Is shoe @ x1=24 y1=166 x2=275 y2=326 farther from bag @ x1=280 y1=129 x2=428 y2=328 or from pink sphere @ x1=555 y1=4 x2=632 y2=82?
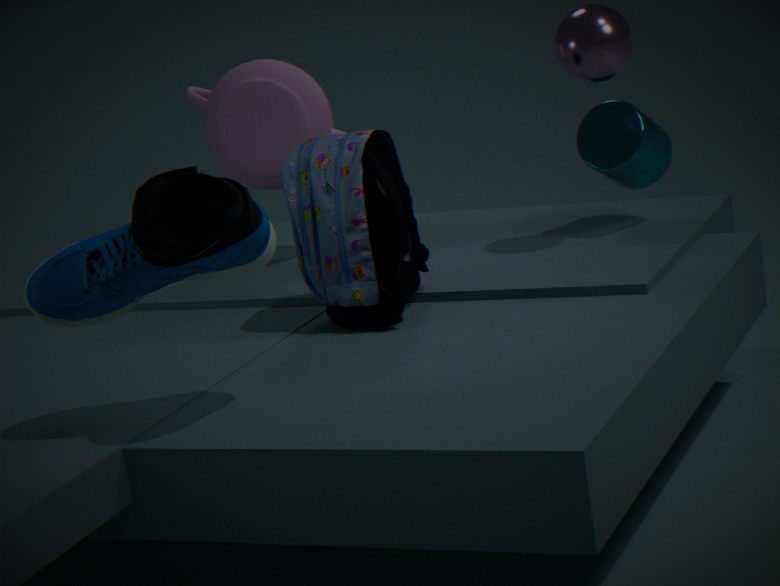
pink sphere @ x1=555 y1=4 x2=632 y2=82
